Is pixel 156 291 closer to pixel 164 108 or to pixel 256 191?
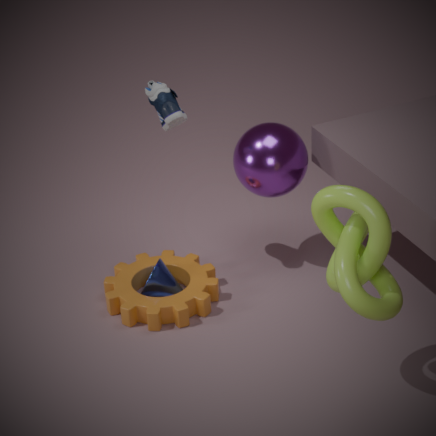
pixel 256 191
